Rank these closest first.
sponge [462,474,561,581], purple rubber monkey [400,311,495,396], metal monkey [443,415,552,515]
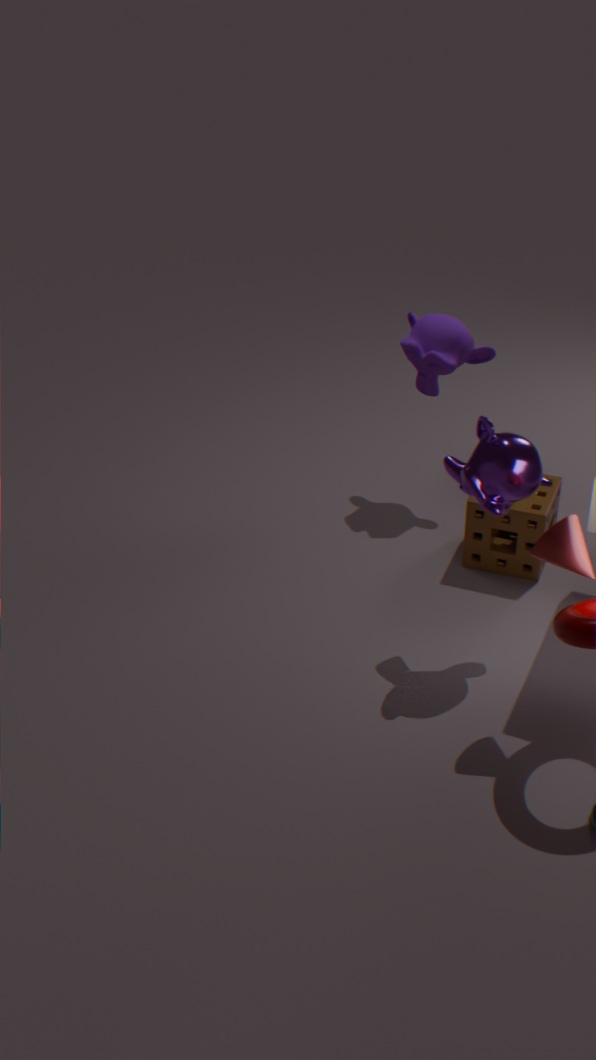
metal monkey [443,415,552,515], sponge [462,474,561,581], purple rubber monkey [400,311,495,396]
